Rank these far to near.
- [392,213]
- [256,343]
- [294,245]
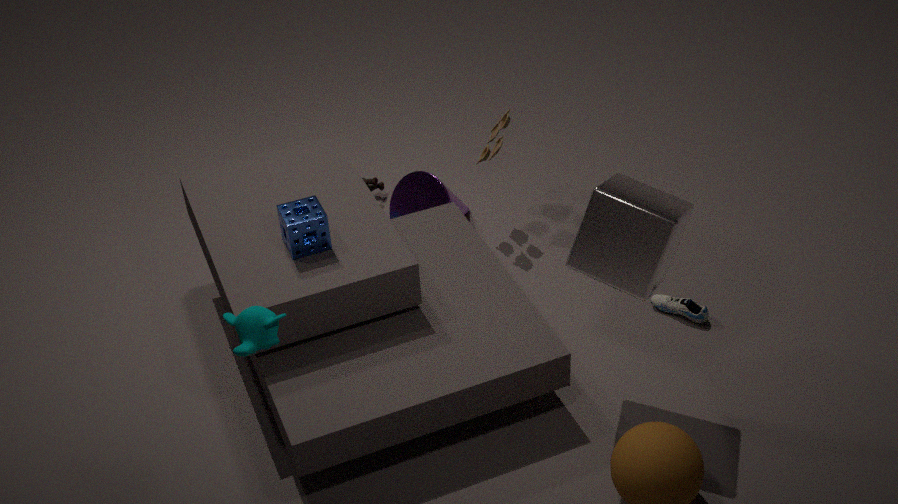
[392,213]
[294,245]
[256,343]
